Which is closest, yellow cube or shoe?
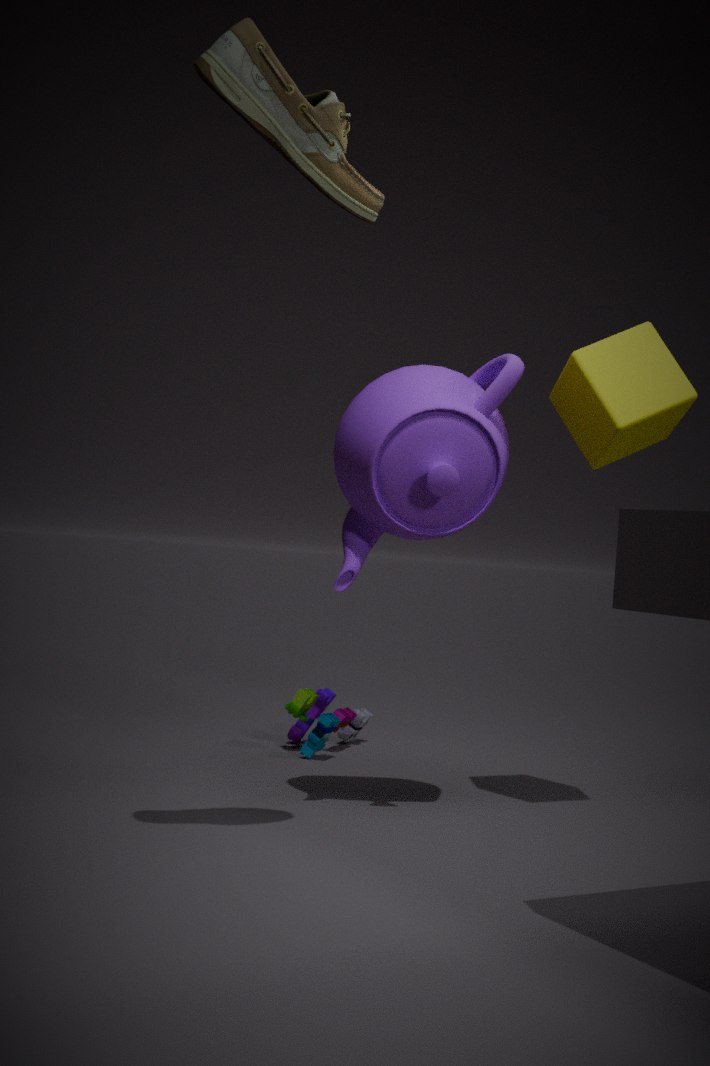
shoe
